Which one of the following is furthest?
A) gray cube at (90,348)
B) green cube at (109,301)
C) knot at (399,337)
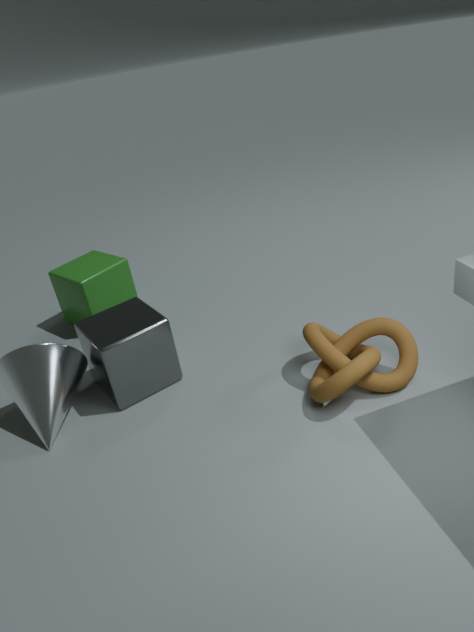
green cube at (109,301)
